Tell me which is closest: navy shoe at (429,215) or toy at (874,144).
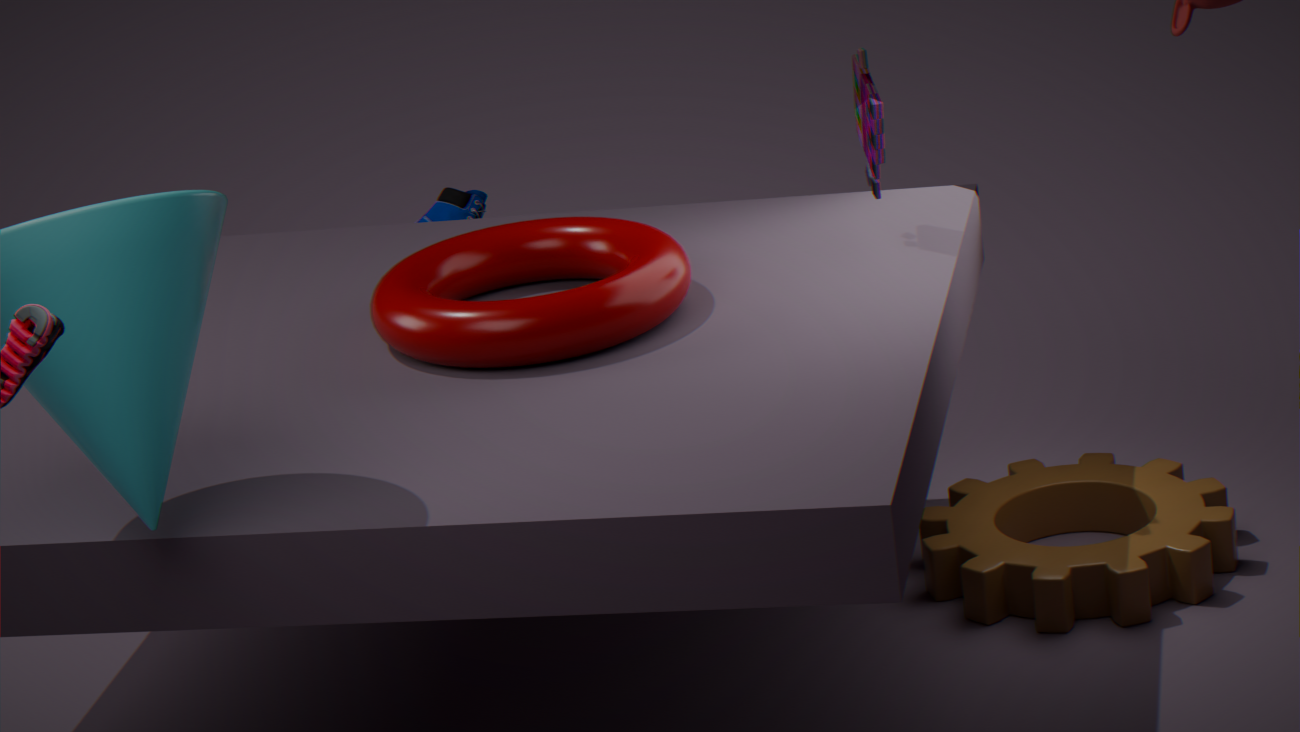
toy at (874,144)
